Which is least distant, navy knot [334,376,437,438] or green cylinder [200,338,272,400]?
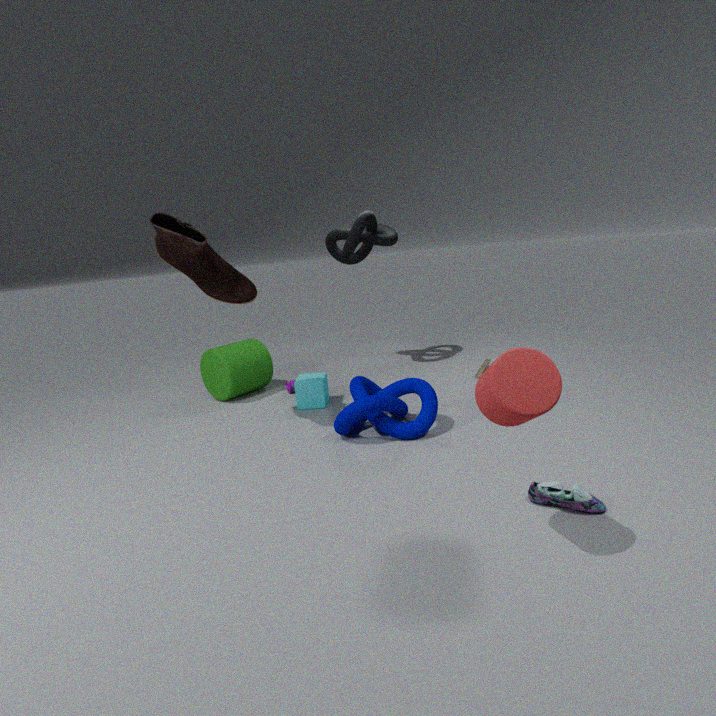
navy knot [334,376,437,438]
